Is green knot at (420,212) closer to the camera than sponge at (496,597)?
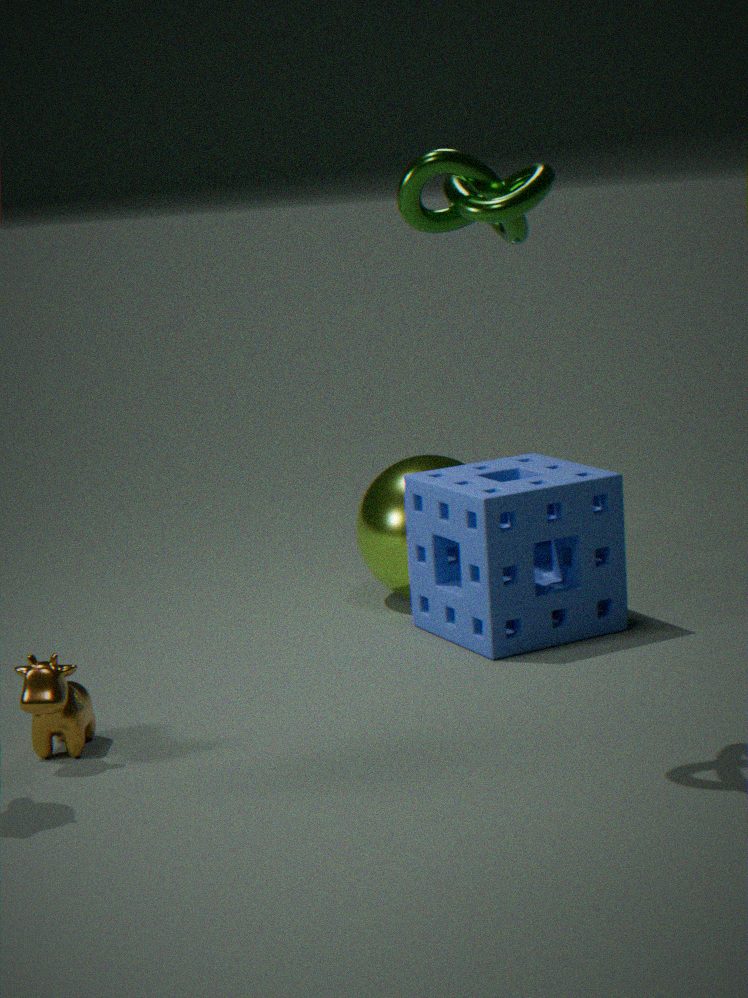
Yes
